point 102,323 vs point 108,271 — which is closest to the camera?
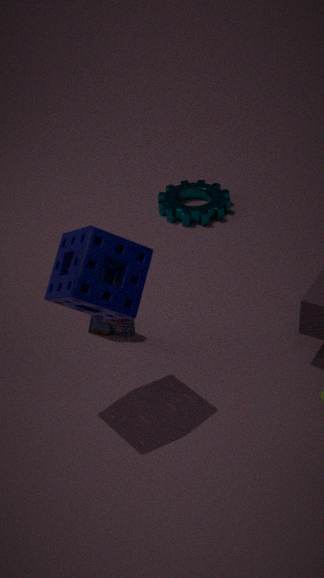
point 108,271
